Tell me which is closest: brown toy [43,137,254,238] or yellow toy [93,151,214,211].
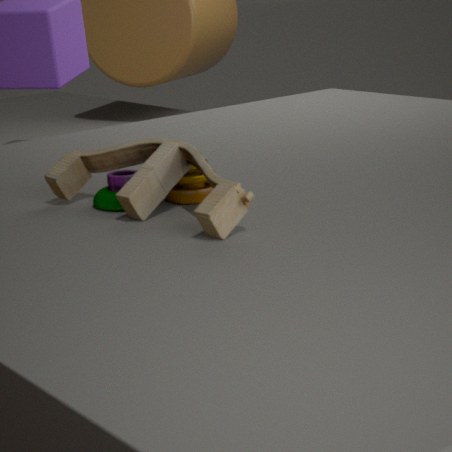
brown toy [43,137,254,238]
